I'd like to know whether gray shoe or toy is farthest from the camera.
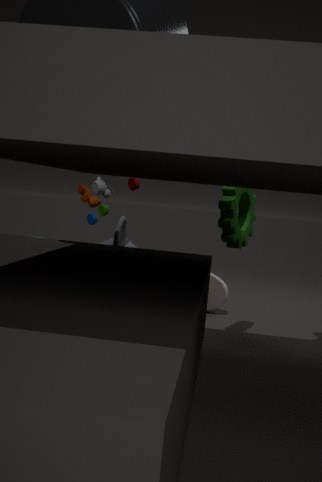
Answer: gray shoe
